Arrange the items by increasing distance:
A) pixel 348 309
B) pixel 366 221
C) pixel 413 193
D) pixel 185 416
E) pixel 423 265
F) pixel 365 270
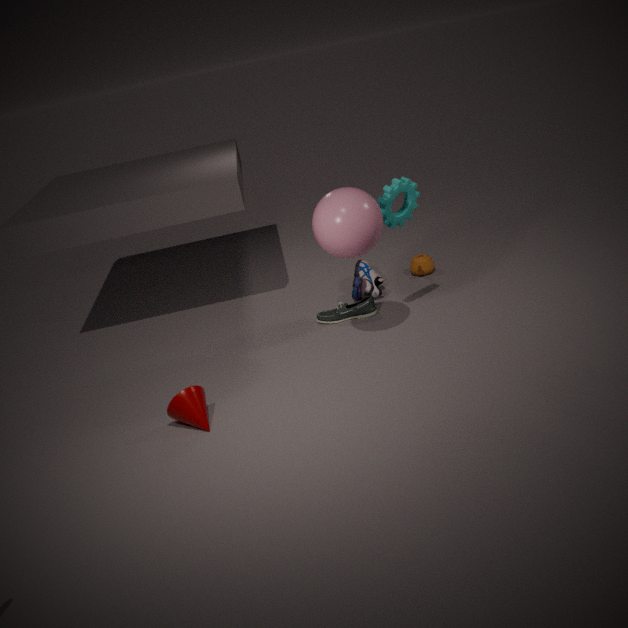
pixel 185 416, pixel 366 221, pixel 413 193, pixel 348 309, pixel 365 270, pixel 423 265
